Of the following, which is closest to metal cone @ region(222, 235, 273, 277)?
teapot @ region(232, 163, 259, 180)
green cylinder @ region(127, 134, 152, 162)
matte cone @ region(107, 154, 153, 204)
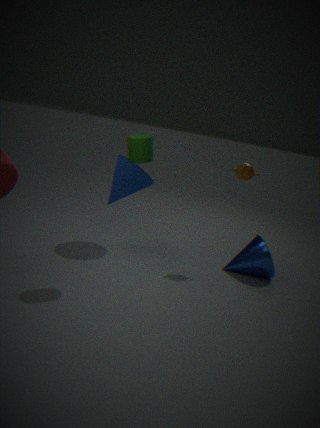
teapot @ region(232, 163, 259, 180)
